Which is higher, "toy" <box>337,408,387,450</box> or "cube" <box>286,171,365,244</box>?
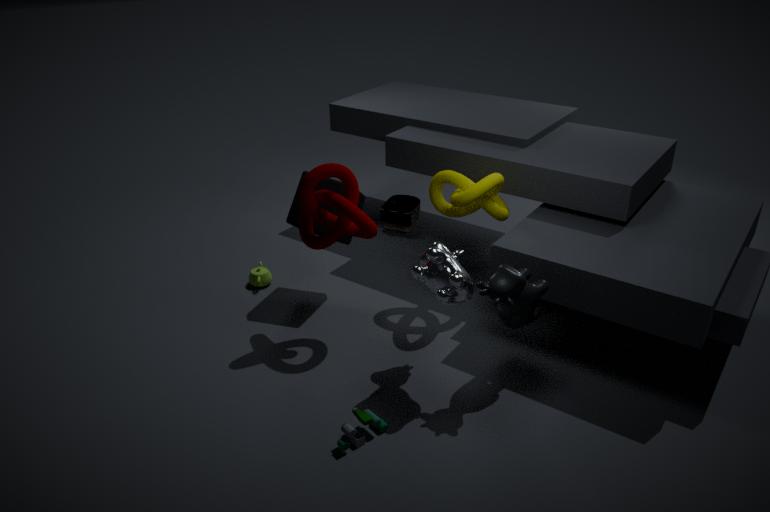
"cube" <box>286,171,365,244</box>
